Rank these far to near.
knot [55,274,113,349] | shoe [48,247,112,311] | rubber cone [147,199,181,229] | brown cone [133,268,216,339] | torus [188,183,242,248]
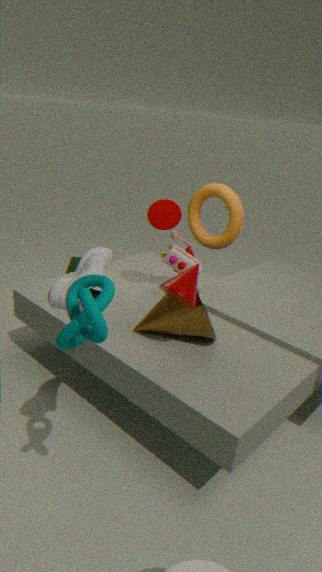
torus [188,183,242,248]
rubber cone [147,199,181,229]
brown cone [133,268,216,339]
shoe [48,247,112,311]
knot [55,274,113,349]
